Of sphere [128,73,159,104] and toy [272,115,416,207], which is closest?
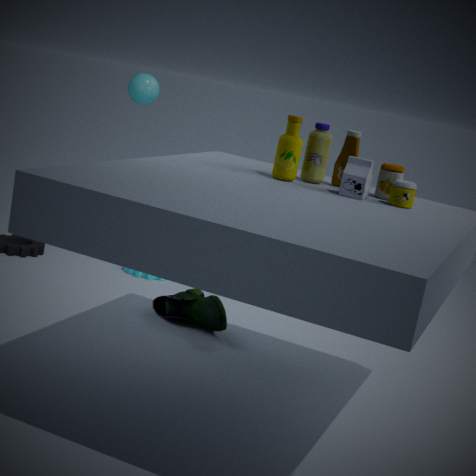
toy [272,115,416,207]
